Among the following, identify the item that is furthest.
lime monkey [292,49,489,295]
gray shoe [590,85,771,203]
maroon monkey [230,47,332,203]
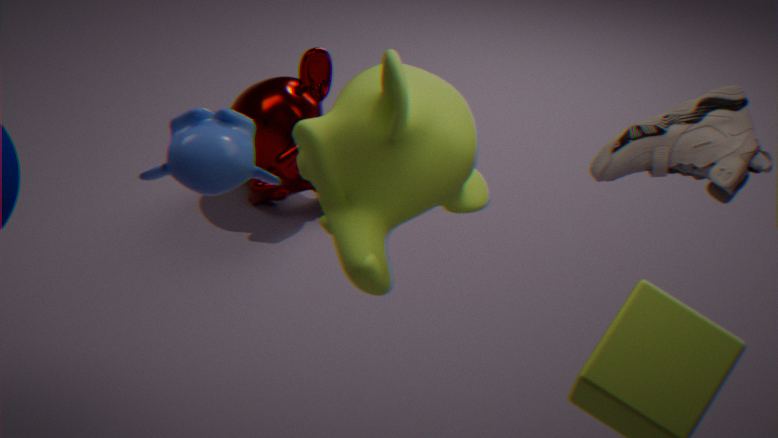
maroon monkey [230,47,332,203]
